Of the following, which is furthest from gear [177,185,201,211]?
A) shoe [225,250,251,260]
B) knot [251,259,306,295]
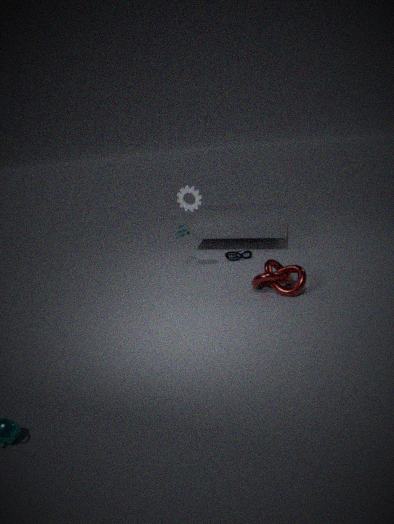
knot [251,259,306,295]
